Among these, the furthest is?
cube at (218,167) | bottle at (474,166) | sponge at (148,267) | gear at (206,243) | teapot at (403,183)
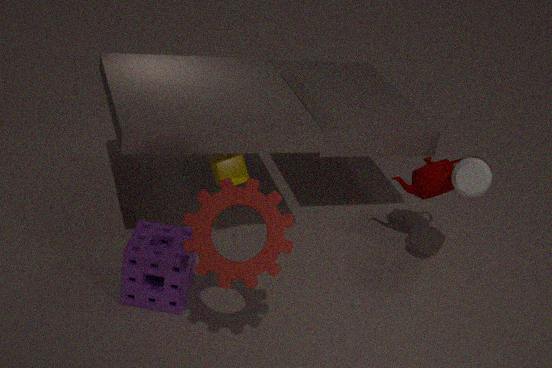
teapot at (403,183)
